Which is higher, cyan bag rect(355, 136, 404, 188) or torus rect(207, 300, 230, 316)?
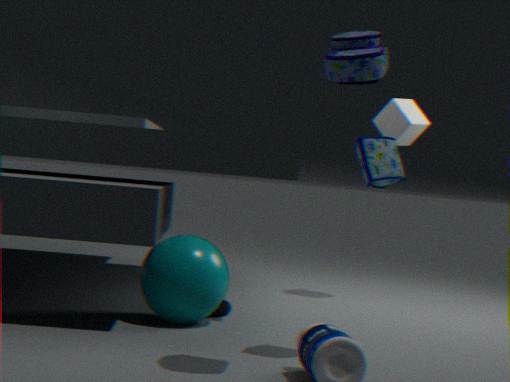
cyan bag rect(355, 136, 404, 188)
